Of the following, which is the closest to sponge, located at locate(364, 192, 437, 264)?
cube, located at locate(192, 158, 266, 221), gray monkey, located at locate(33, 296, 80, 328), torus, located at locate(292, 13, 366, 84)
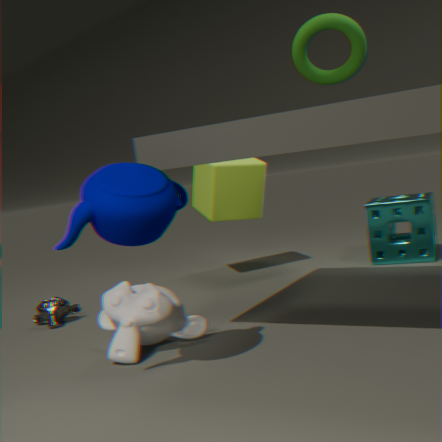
cube, located at locate(192, 158, 266, 221)
